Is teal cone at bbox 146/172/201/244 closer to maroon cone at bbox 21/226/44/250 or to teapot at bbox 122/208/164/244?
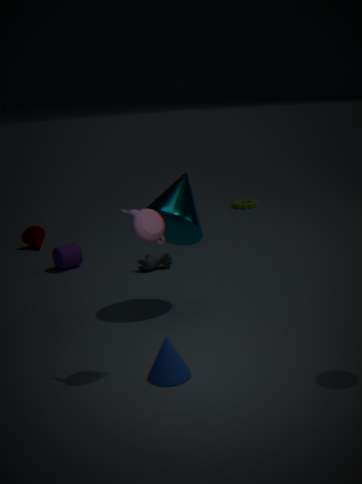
teapot at bbox 122/208/164/244
